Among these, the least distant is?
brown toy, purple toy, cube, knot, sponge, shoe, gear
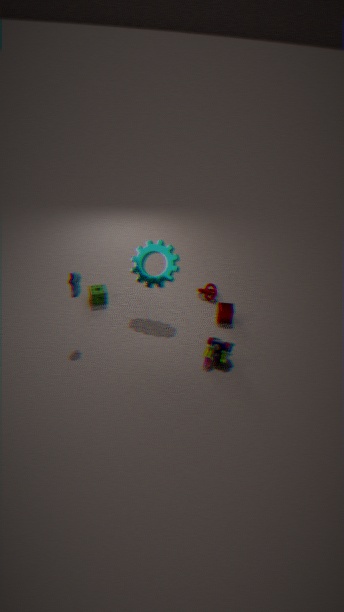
shoe
